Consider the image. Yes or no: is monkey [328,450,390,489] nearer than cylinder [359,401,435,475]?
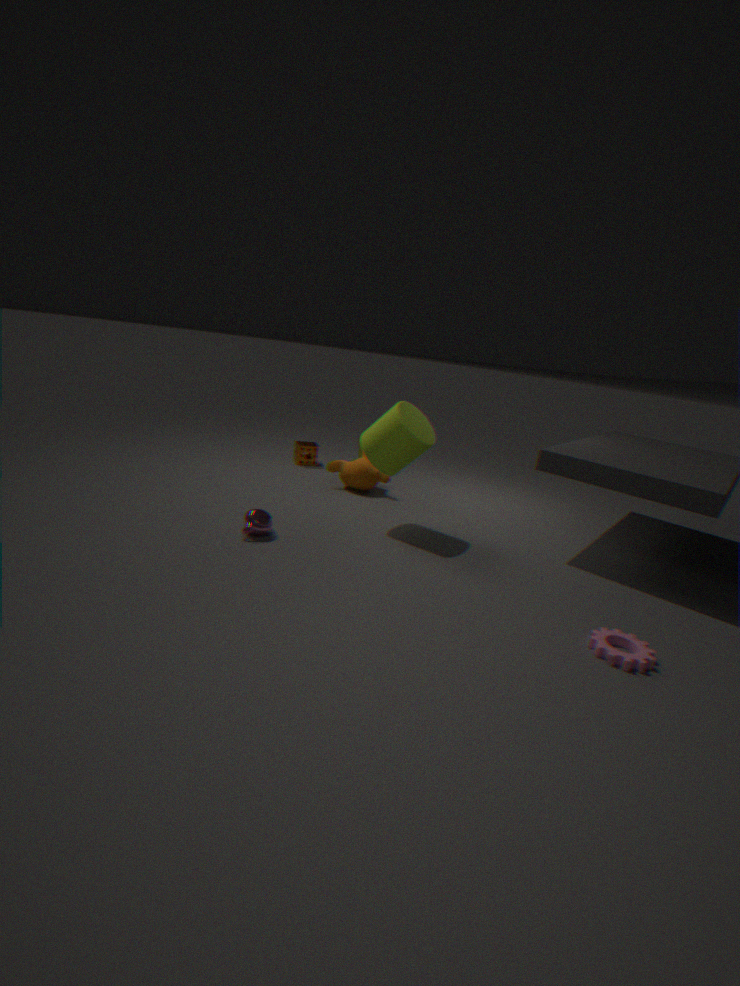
No
